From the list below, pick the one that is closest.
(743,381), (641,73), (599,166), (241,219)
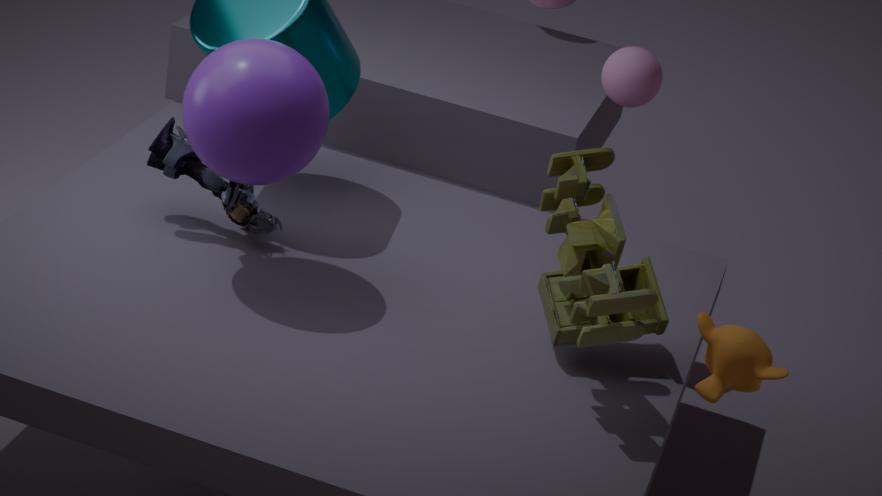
(743,381)
